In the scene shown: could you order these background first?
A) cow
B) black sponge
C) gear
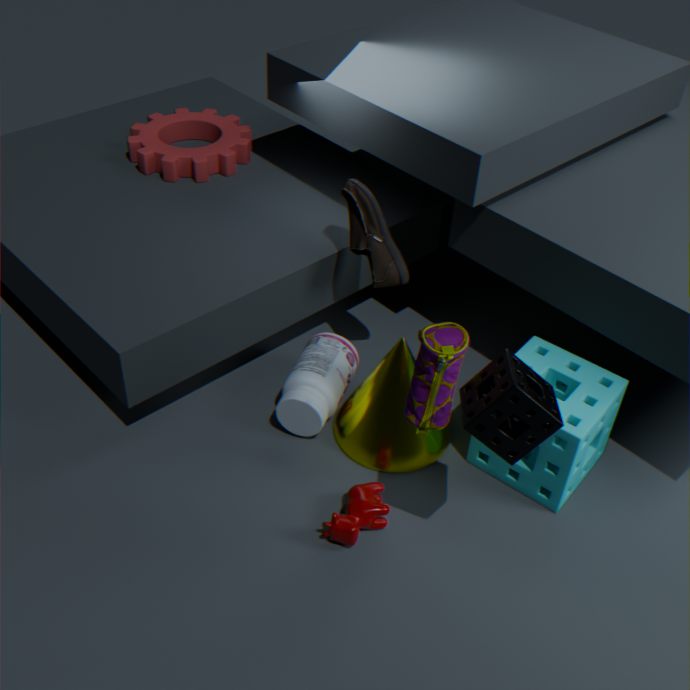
gear → cow → black sponge
